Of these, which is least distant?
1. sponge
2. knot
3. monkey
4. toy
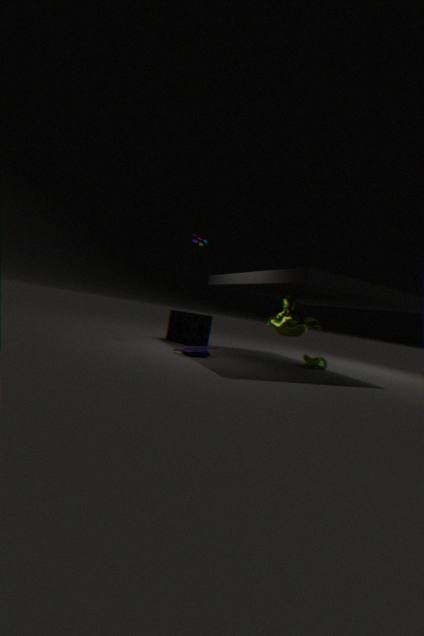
monkey
